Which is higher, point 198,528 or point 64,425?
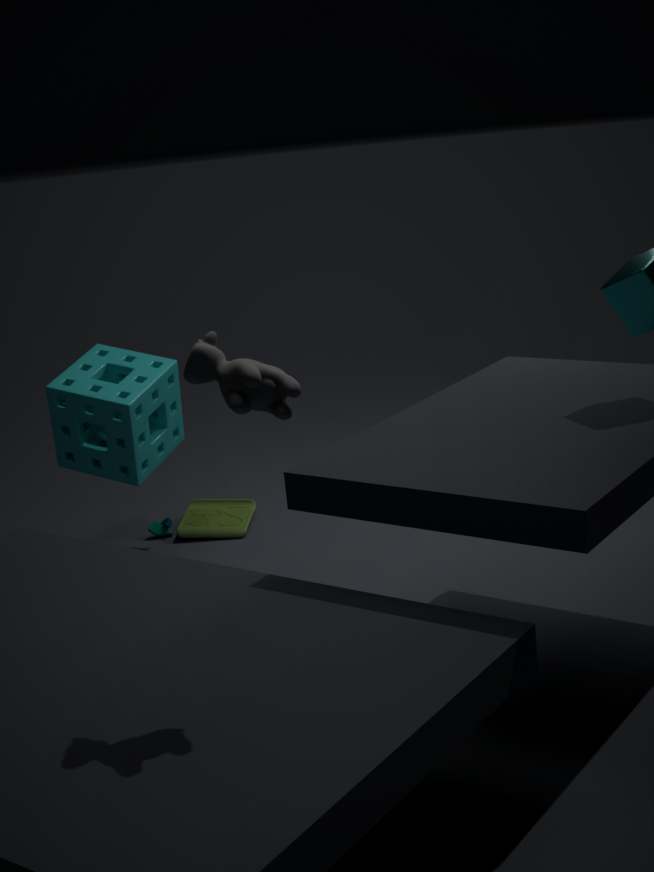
point 64,425
